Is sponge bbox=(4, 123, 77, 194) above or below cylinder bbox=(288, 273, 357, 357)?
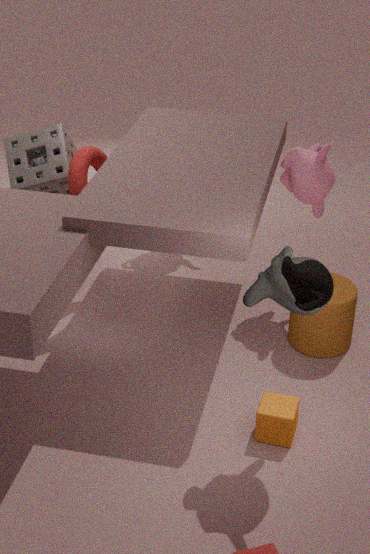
above
